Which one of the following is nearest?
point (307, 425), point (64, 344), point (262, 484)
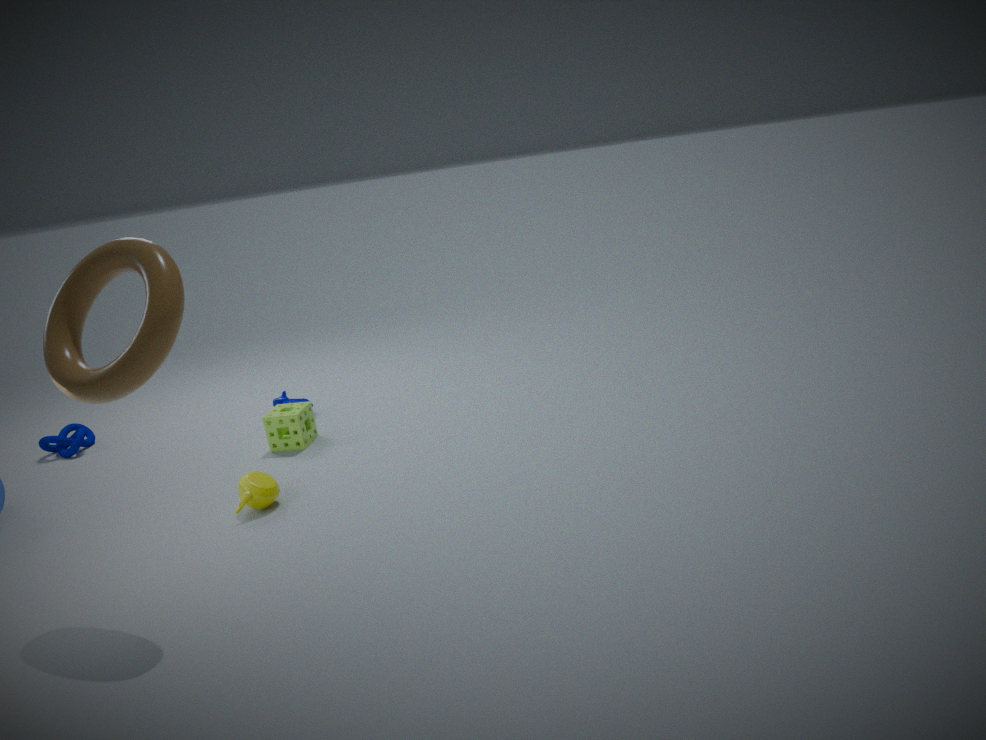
point (64, 344)
